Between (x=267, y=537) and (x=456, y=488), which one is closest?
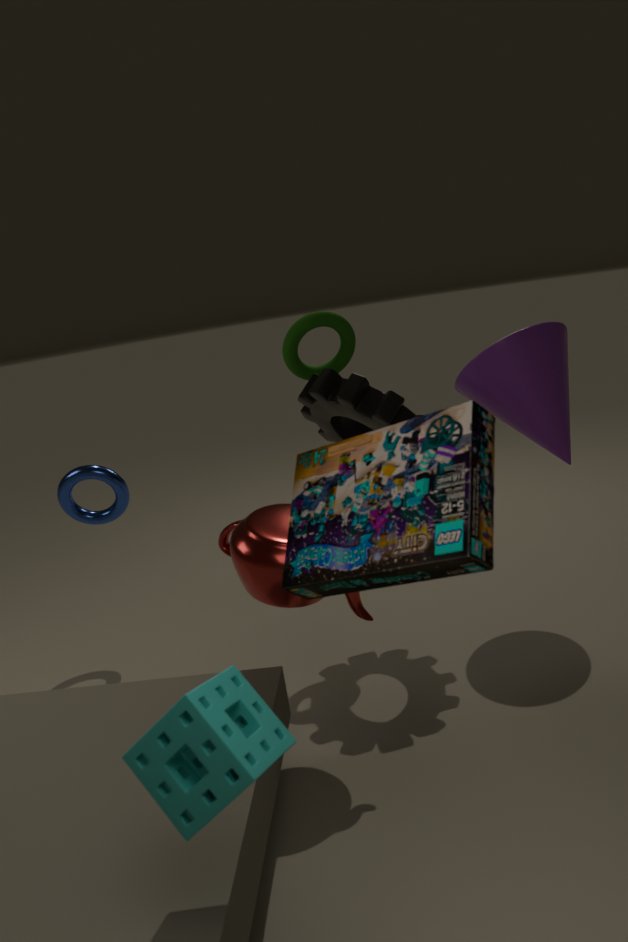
(x=456, y=488)
